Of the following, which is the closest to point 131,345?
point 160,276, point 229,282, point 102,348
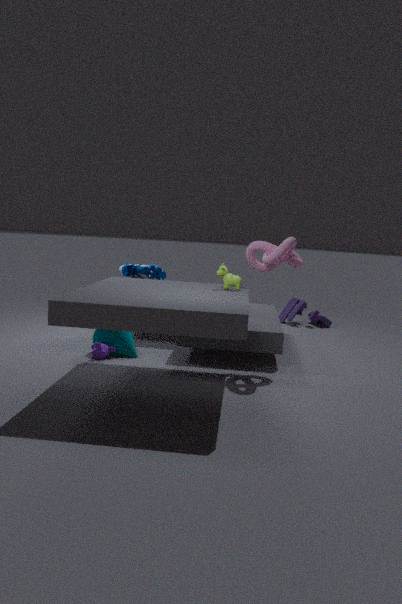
point 102,348
